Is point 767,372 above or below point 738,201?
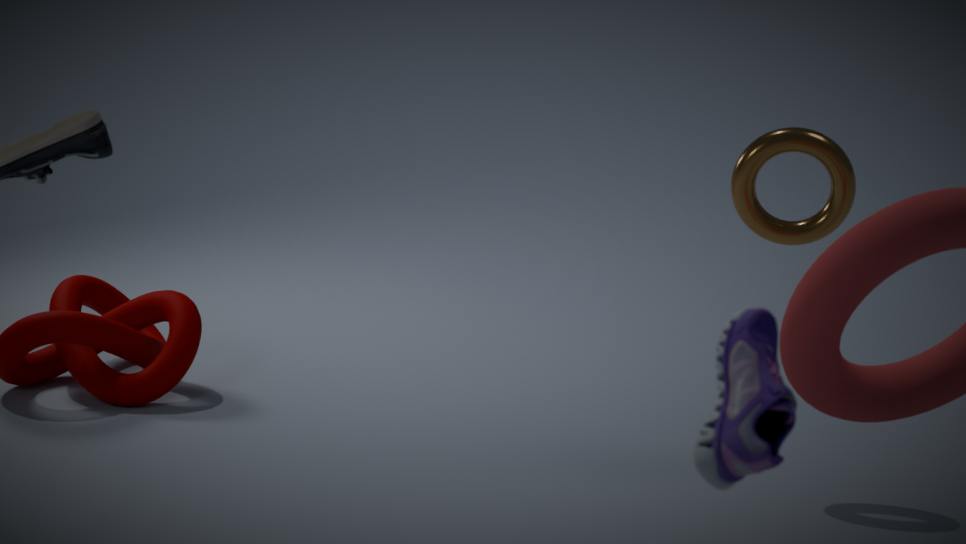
above
